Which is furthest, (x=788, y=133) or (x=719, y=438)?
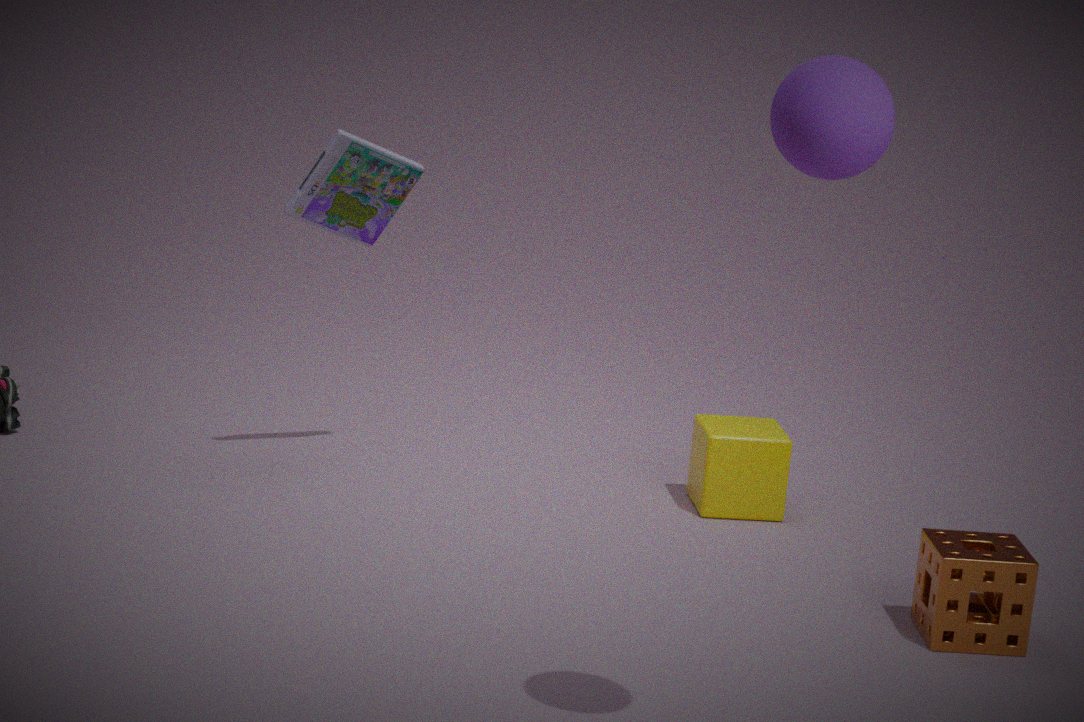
(x=719, y=438)
